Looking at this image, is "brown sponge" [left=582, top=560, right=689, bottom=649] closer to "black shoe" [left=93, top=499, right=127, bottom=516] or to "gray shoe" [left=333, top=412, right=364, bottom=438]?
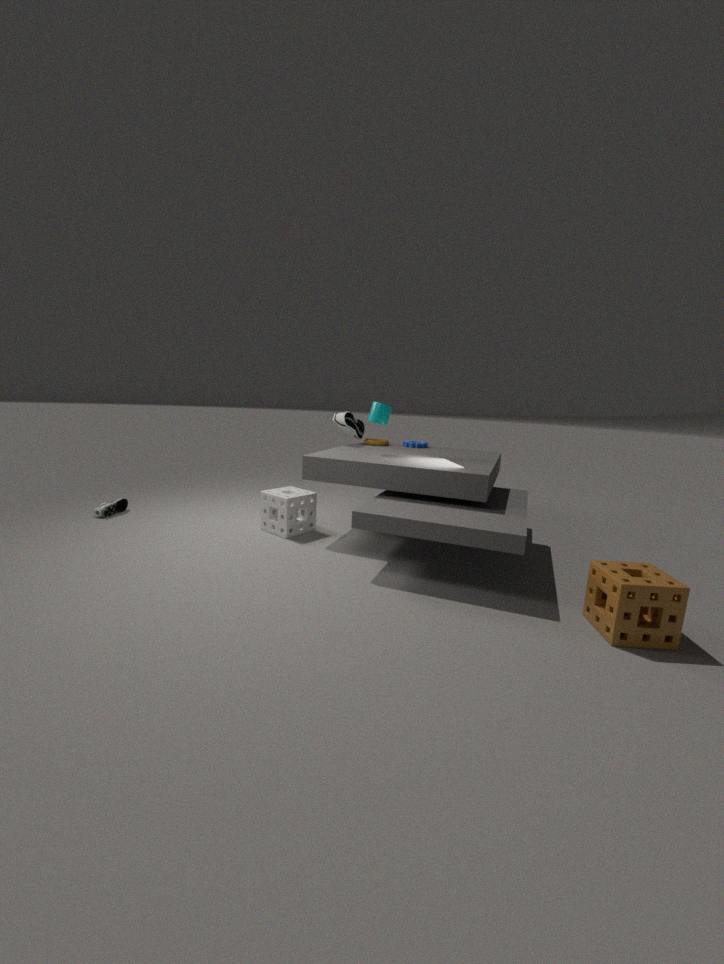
"gray shoe" [left=333, top=412, right=364, bottom=438]
